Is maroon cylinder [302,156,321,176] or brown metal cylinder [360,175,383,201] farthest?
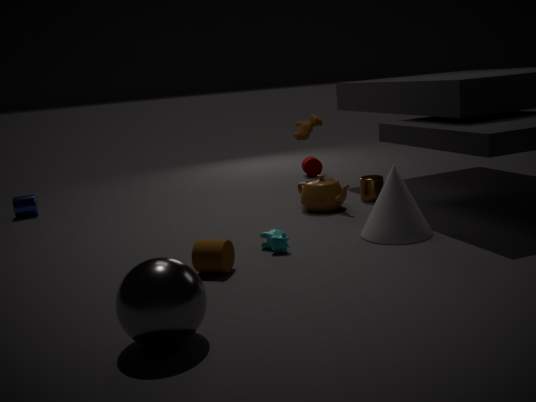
maroon cylinder [302,156,321,176]
